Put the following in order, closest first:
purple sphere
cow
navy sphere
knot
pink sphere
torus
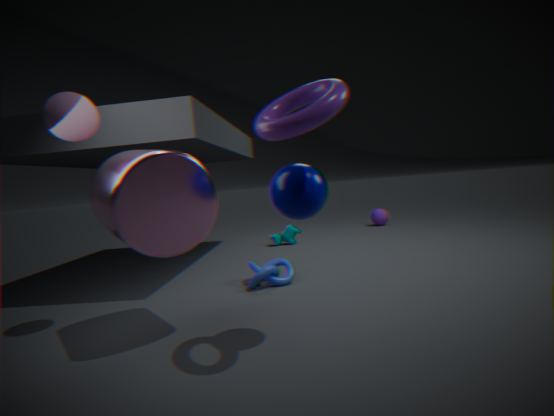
torus
navy sphere
pink sphere
knot
cow
purple sphere
